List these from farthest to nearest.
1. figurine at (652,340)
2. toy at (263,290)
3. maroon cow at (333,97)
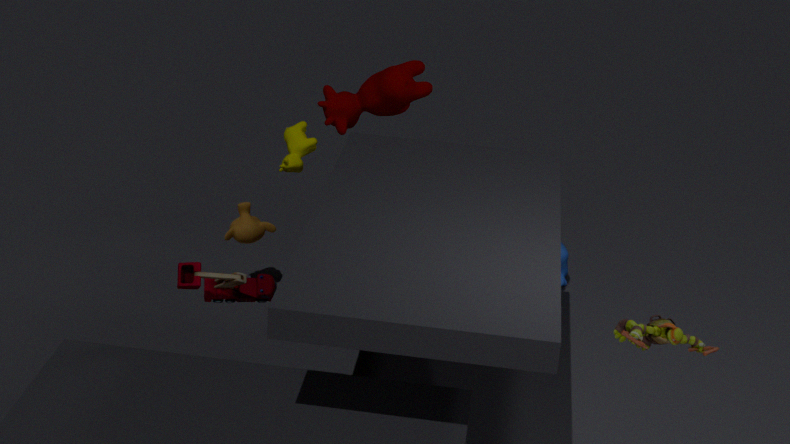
1. maroon cow at (333,97)
2. toy at (263,290)
3. figurine at (652,340)
